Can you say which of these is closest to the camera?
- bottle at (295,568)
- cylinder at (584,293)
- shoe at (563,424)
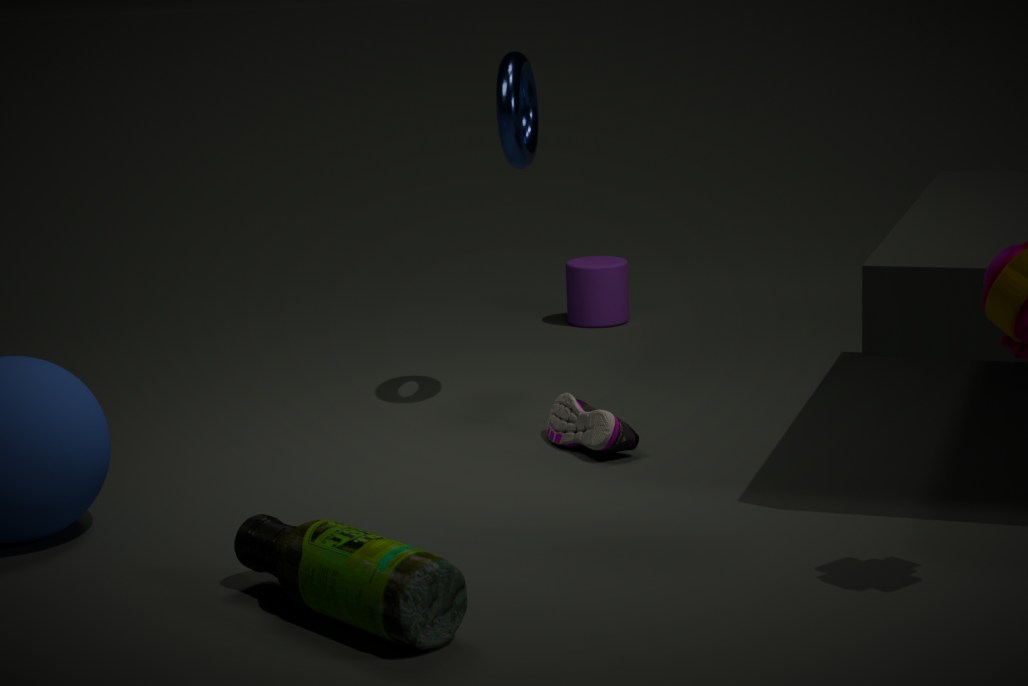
bottle at (295,568)
